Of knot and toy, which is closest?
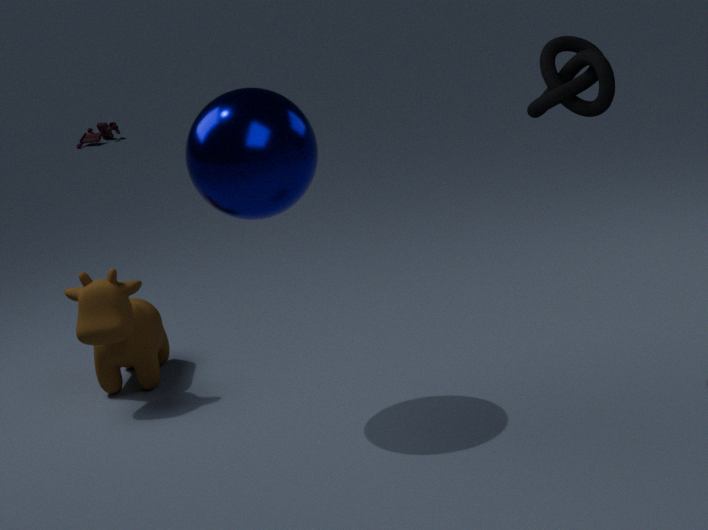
knot
